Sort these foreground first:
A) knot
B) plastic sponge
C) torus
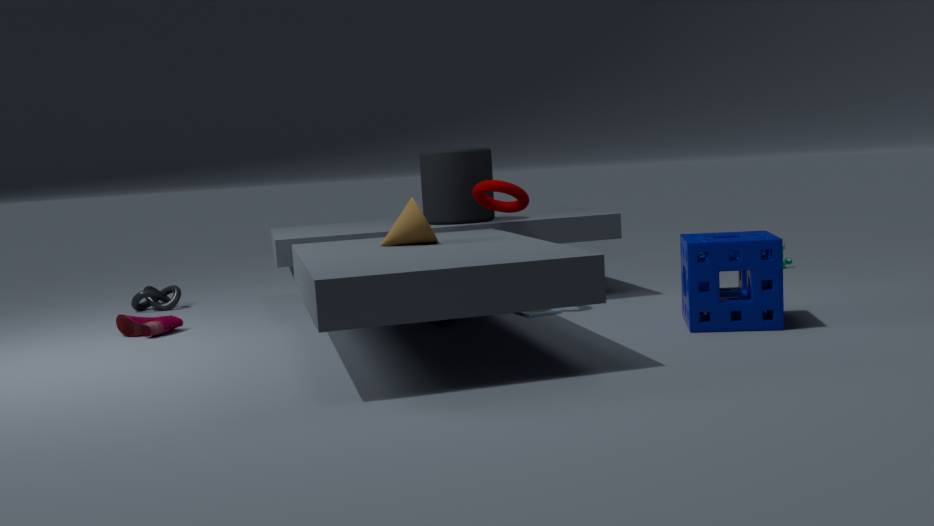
1. plastic sponge
2. torus
3. knot
